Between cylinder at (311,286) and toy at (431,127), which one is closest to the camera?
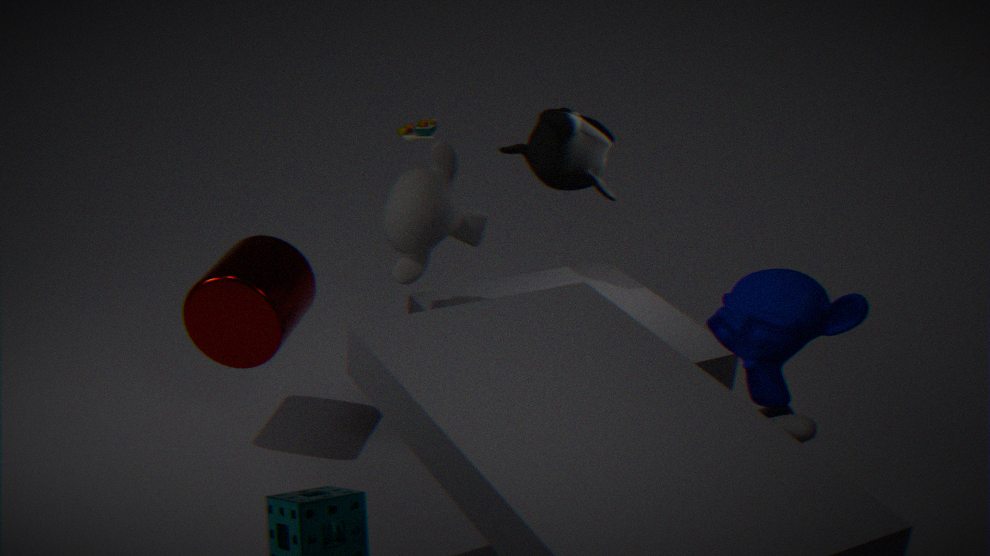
cylinder at (311,286)
